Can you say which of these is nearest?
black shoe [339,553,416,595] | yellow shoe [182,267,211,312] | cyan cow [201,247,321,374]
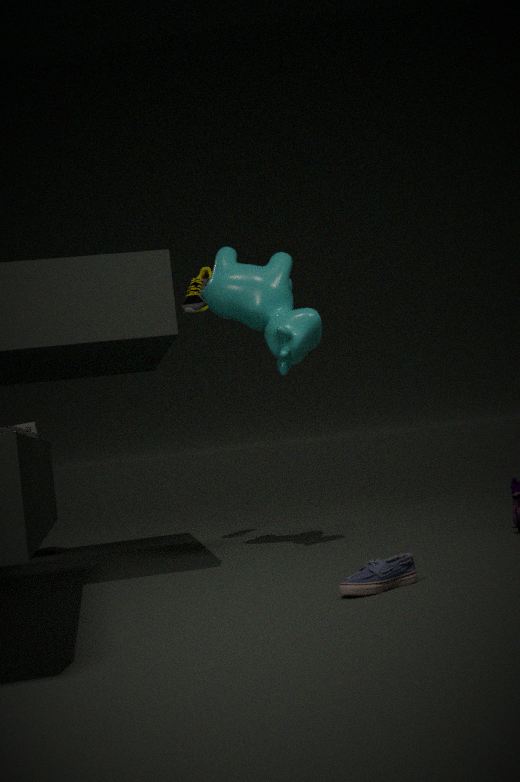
black shoe [339,553,416,595]
